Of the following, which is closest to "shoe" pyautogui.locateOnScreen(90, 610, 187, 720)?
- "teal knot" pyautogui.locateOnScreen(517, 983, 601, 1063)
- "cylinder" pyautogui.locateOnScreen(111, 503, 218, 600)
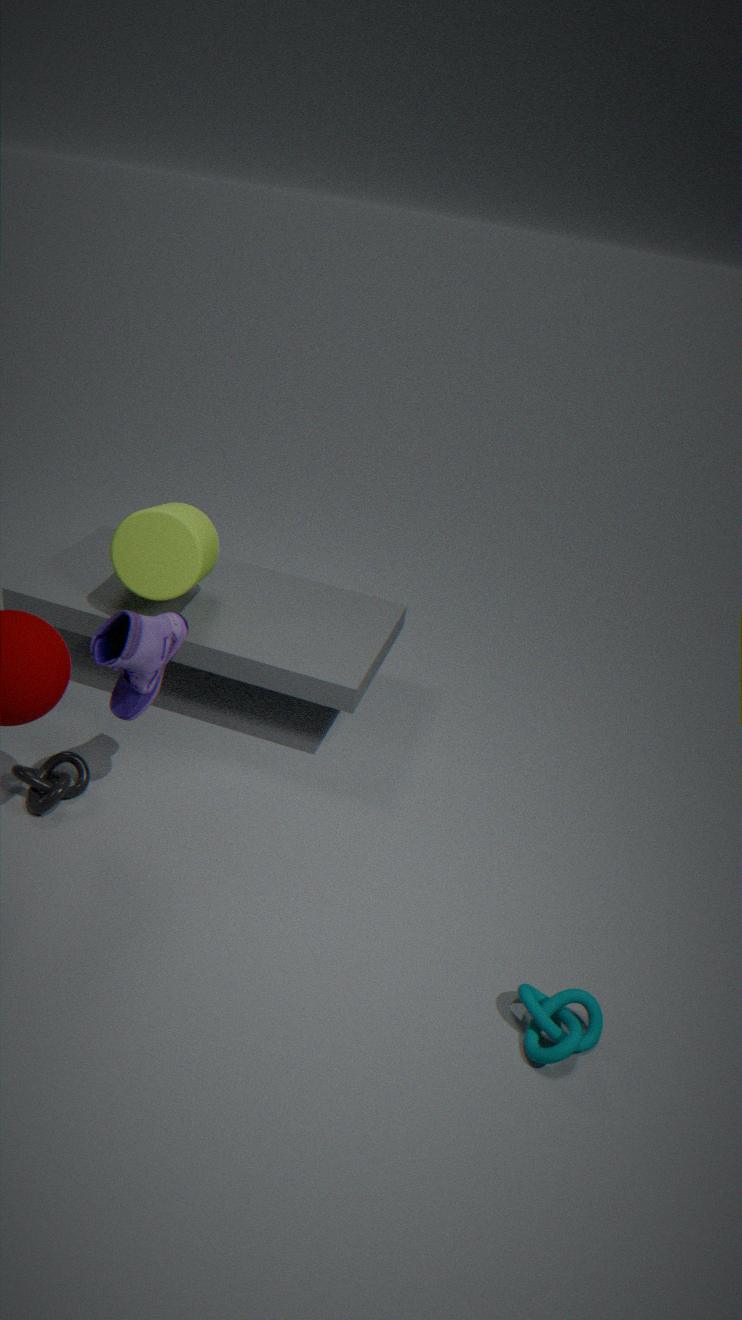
"cylinder" pyautogui.locateOnScreen(111, 503, 218, 600)
